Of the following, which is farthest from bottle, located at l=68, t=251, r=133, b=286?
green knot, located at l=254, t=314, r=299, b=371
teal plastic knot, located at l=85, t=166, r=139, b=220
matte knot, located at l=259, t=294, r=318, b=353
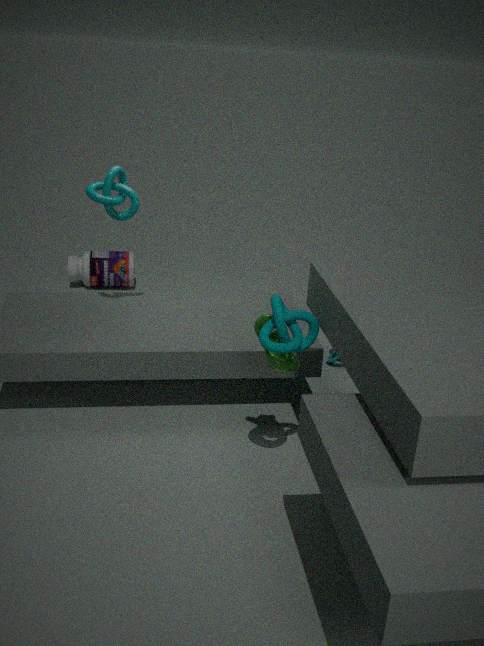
matte knot, located at l=259, t=294, r=318, b=353
